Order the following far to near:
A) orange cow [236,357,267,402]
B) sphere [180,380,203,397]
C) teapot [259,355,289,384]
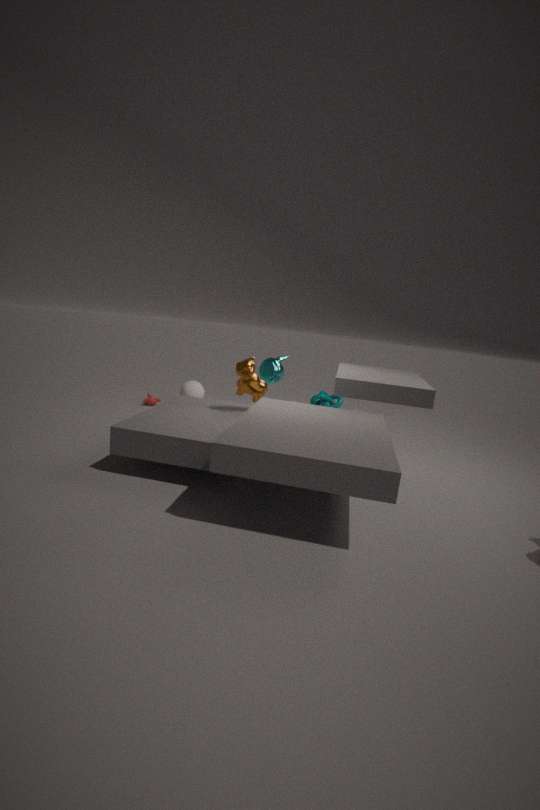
sphere [180,380,203,397] < teapot [259,355,289,384] < orange cow [236,357,267,402]
